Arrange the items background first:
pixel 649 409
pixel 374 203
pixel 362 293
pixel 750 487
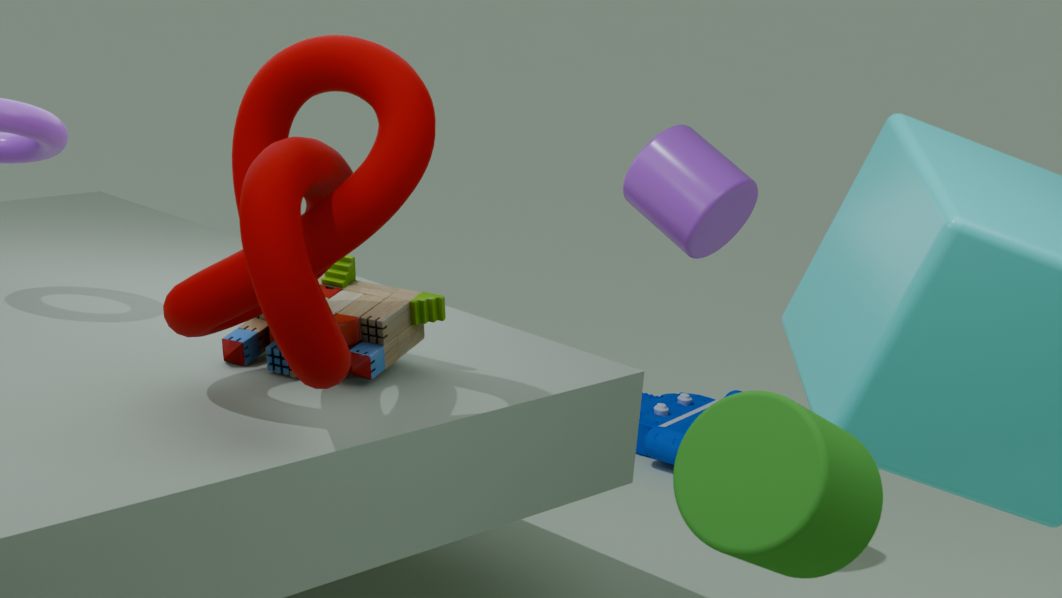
1. pixel 649 409
2. pixel 362 293
3. pixel 374 203
4. pixel 750 487
